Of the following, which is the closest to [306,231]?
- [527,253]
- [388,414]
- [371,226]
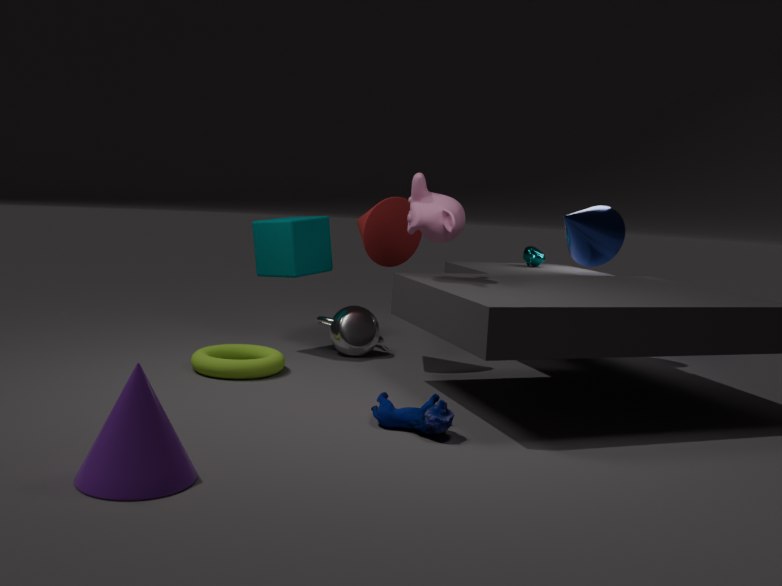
[371,226]
